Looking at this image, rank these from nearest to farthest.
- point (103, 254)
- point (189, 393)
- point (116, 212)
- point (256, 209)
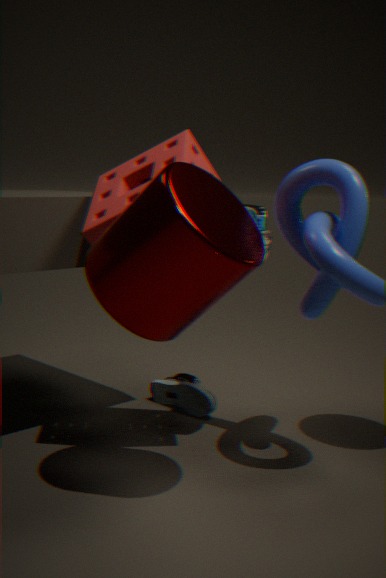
1. point (103, 254)
2. point (116, 212)
3. point (256, 209)
4. point (189, 393)
